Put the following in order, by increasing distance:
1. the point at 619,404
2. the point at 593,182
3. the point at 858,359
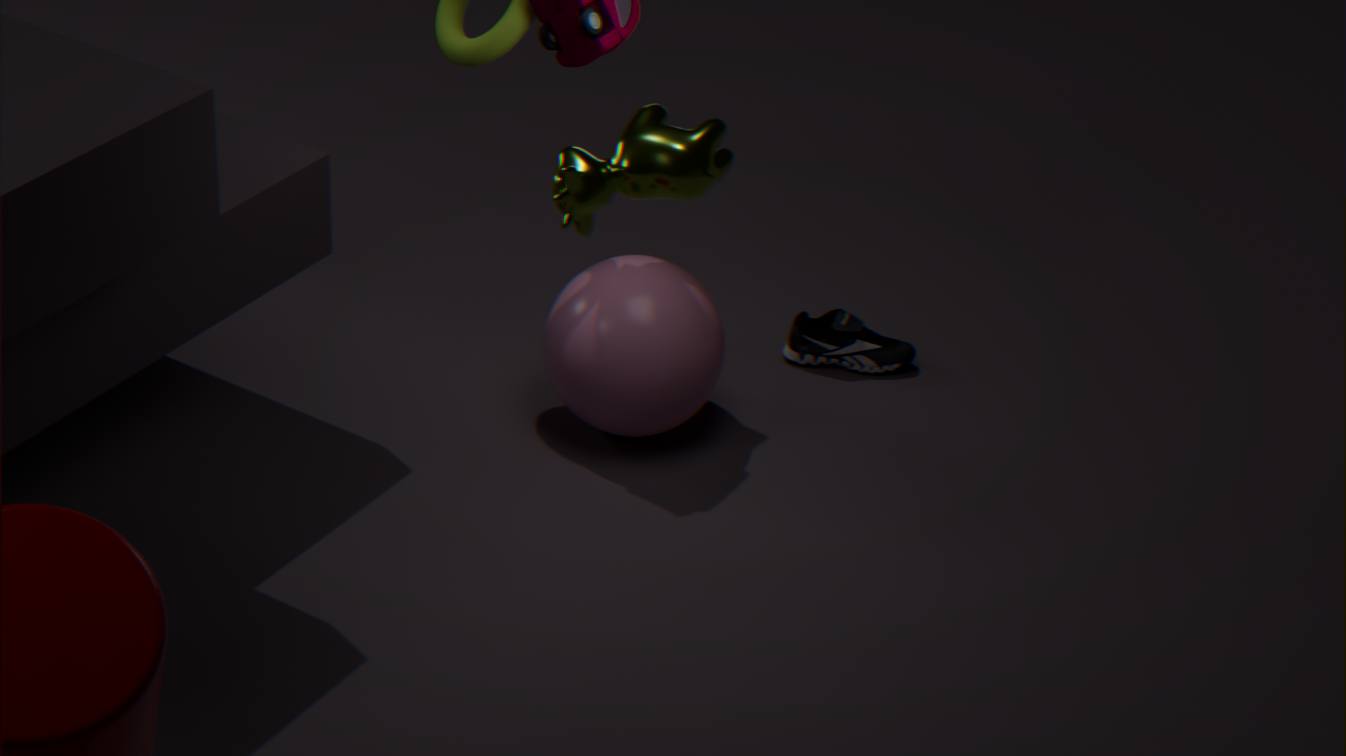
the point at 593,182, the point at 619,404, the point at 858,359
